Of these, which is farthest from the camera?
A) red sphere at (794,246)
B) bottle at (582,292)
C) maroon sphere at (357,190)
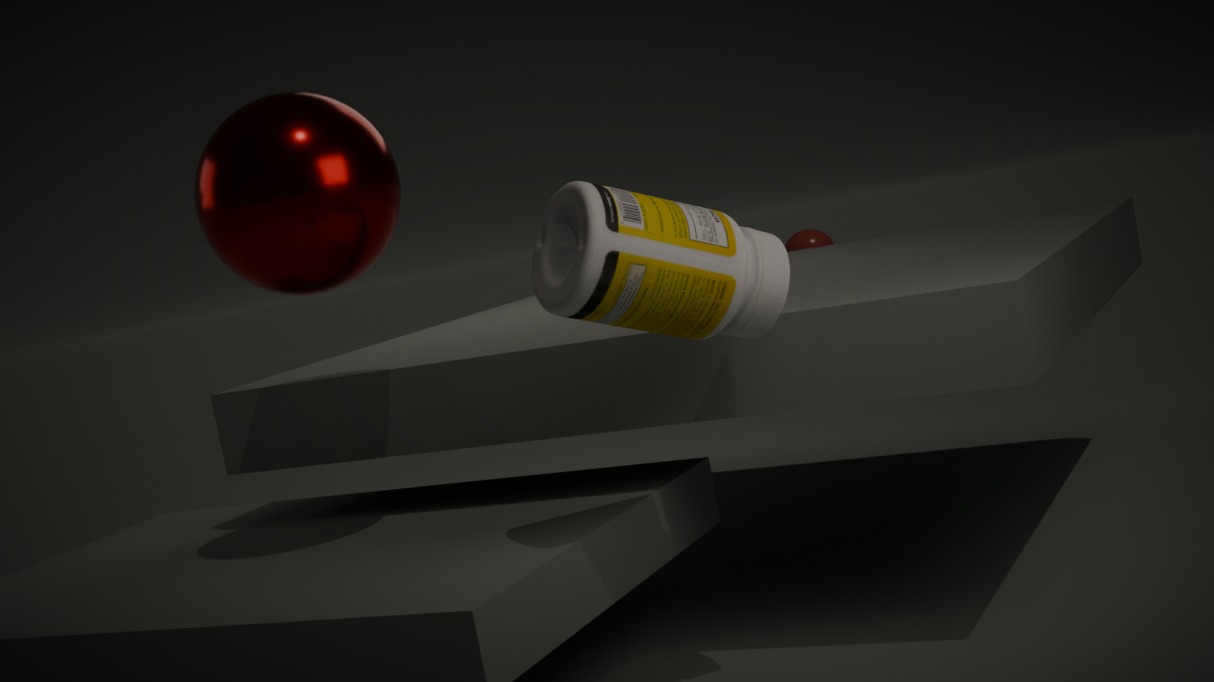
red sphere at (794,246)
